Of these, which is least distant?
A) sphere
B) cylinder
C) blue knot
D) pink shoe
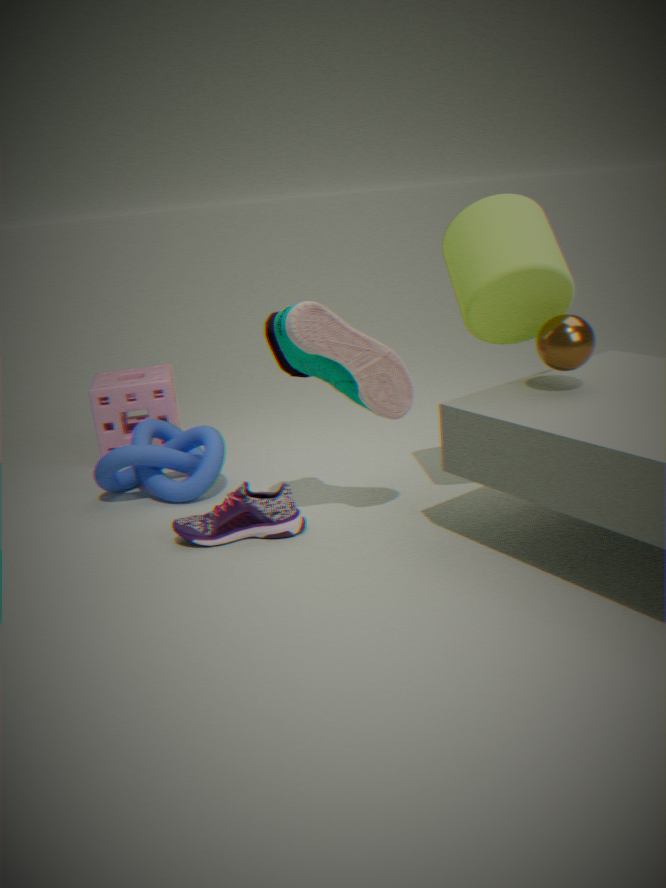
sphere
